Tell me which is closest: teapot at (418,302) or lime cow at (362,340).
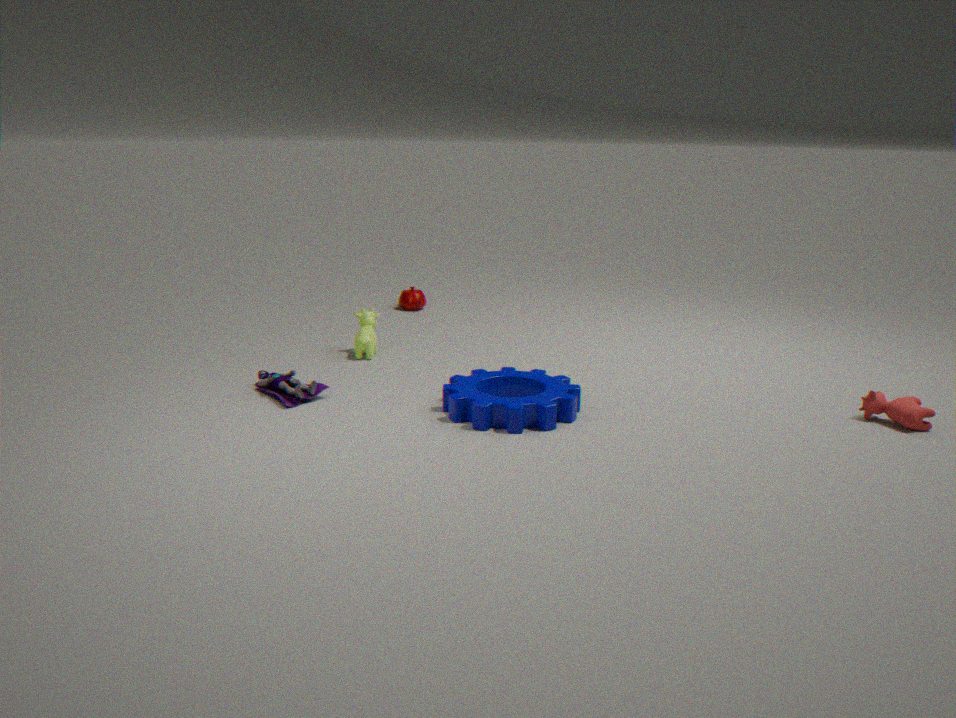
lime cow at (362,340)
